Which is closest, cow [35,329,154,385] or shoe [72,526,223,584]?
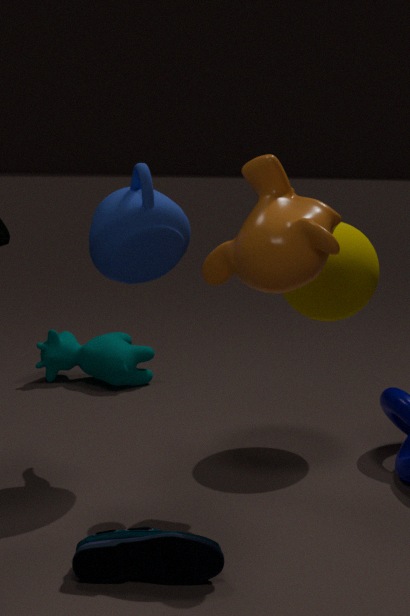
shoe [72,526,223,584]
